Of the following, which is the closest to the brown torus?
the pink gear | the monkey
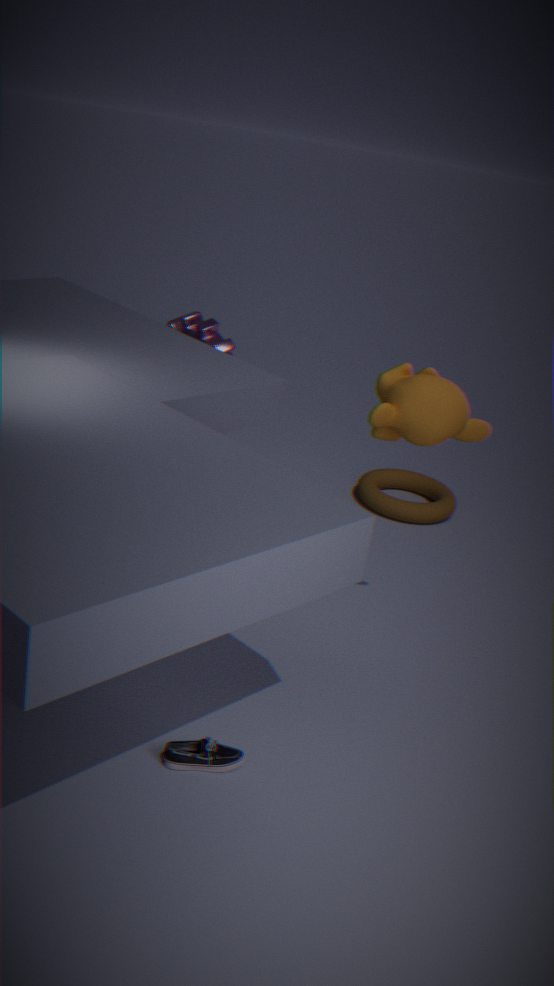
the pink gear
